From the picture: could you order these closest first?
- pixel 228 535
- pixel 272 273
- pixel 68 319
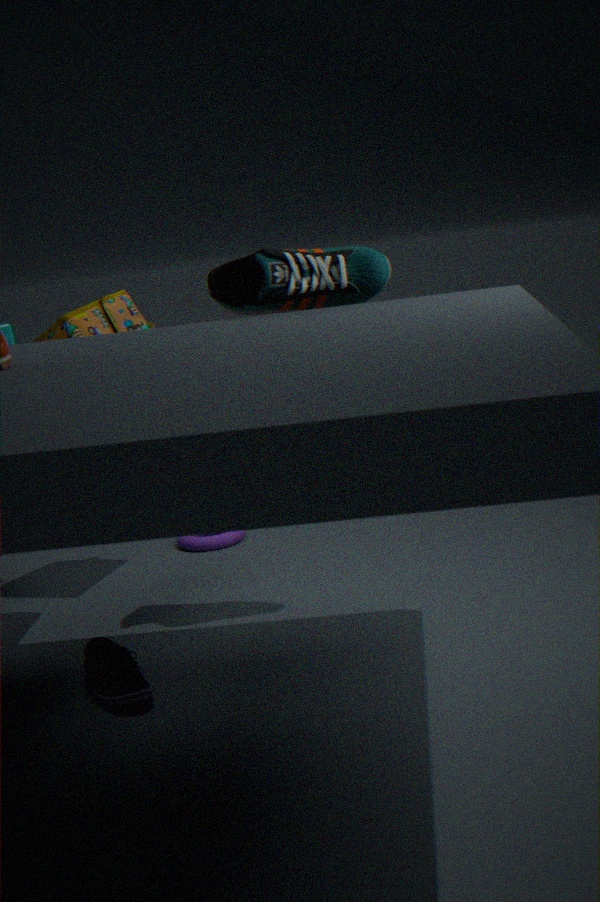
pixel 272 273
pixel 68 319
pixel 228 535
